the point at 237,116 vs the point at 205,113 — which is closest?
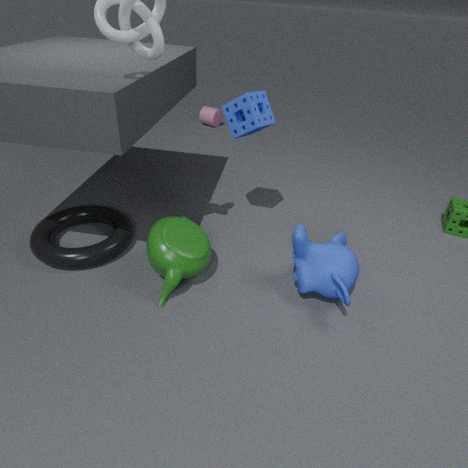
the point at 237,116
